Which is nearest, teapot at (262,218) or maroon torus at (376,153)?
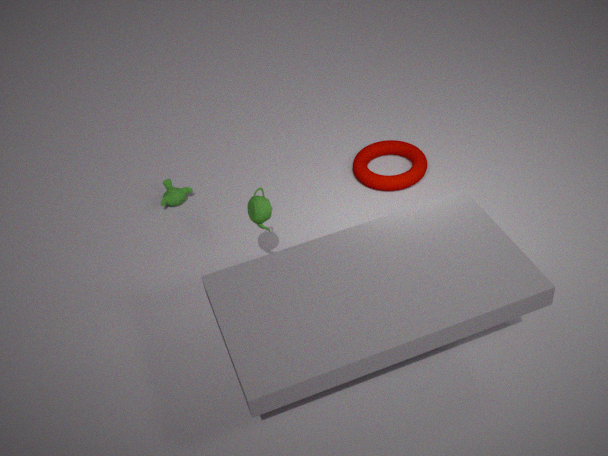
teapot at (262,218)
